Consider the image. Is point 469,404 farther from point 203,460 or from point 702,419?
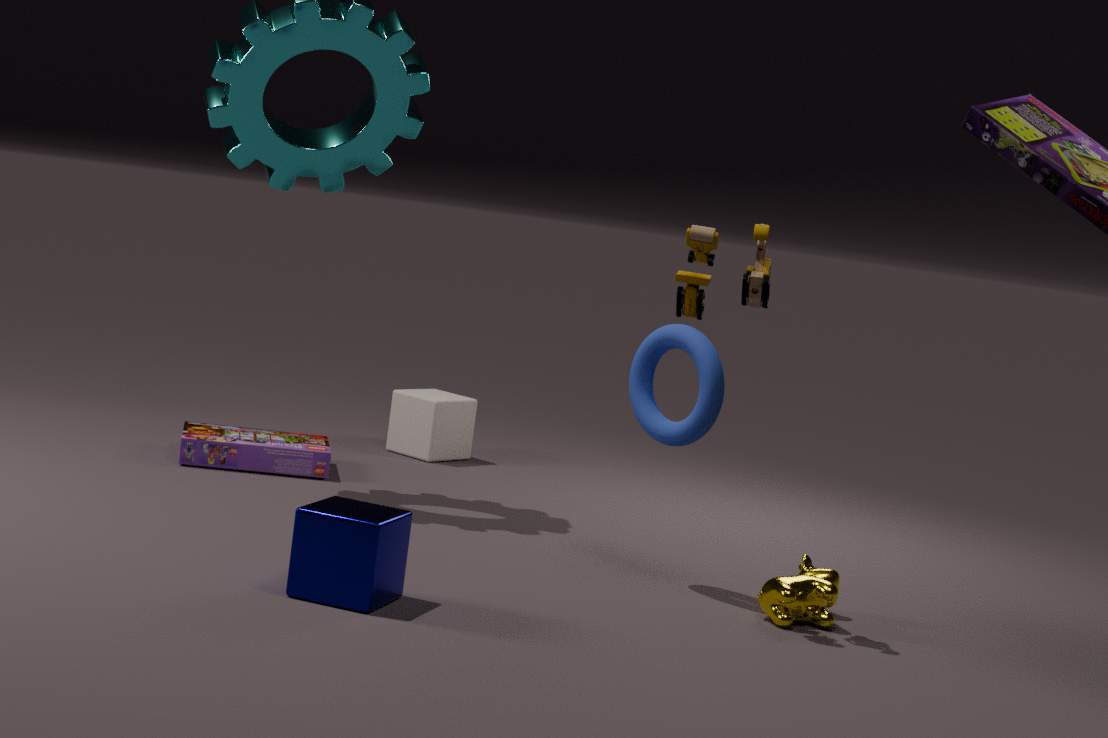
point 702,419
